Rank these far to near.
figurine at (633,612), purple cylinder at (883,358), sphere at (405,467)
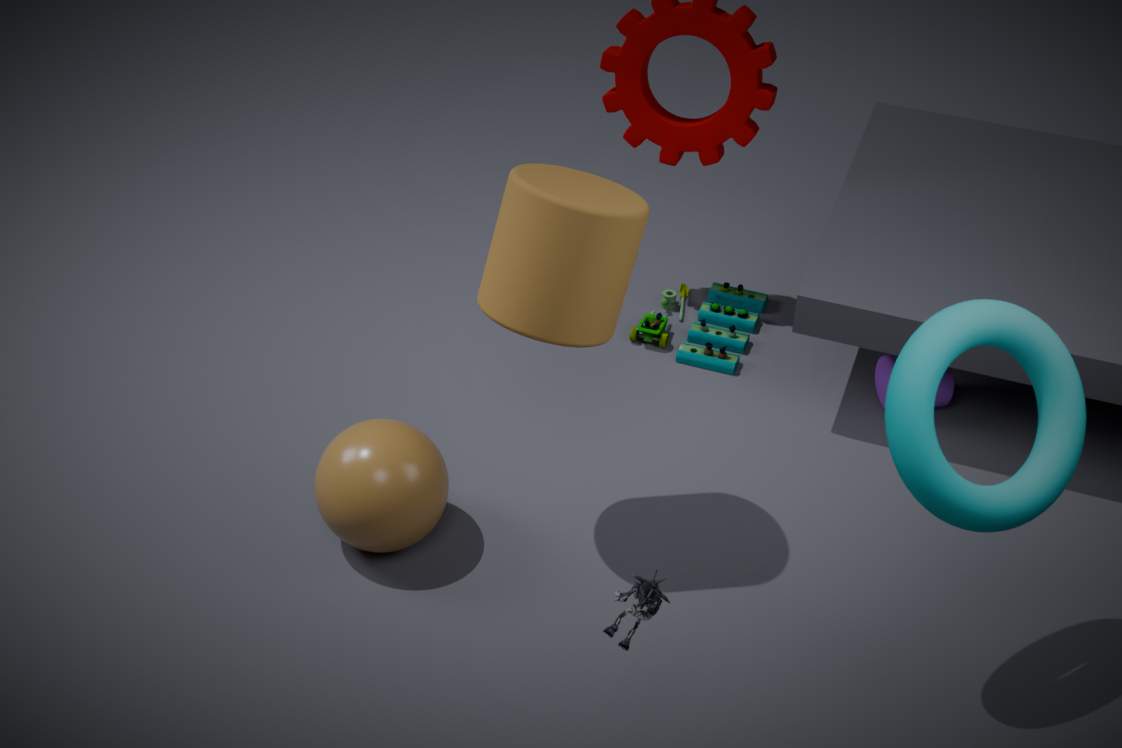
purple cylinder at (883,358) < sphere at (405,467) < figurine at (633,612)
